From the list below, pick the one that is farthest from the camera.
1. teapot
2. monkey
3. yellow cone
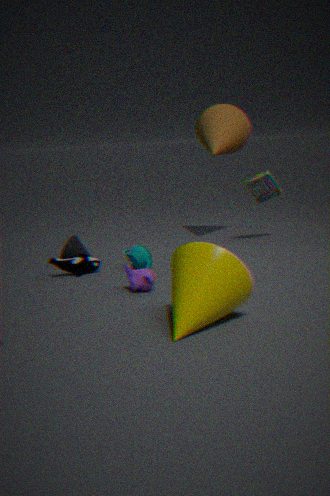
teapot
